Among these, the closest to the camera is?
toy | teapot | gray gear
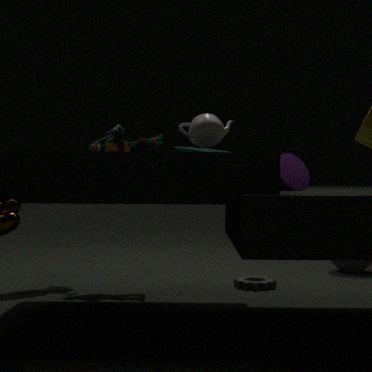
teapot
